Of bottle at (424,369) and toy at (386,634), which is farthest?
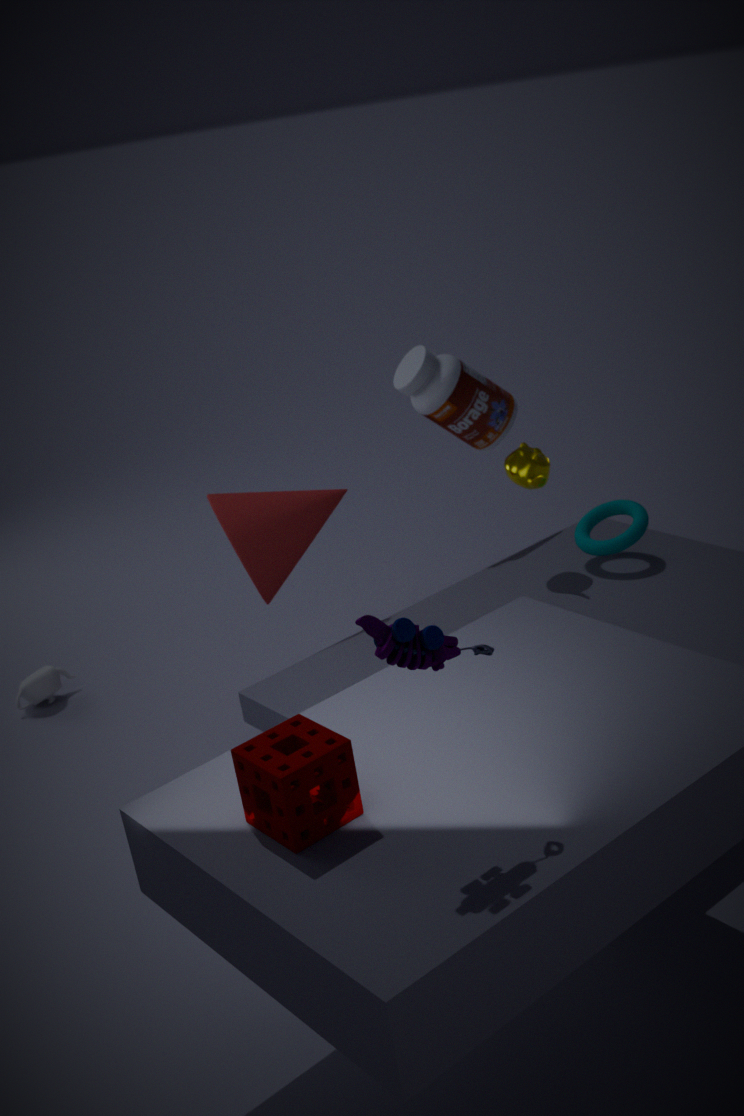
bottle at (424,369)
